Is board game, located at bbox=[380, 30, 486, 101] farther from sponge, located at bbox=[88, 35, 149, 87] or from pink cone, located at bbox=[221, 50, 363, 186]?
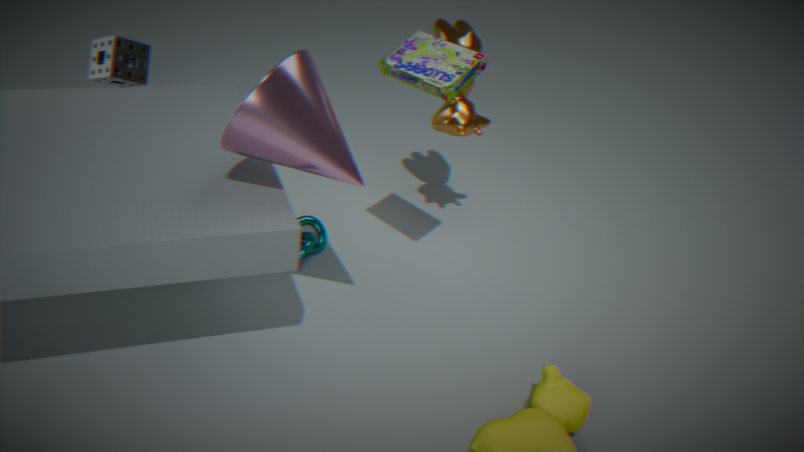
sponge, located at bbox=[88, 35, 149, 87]
